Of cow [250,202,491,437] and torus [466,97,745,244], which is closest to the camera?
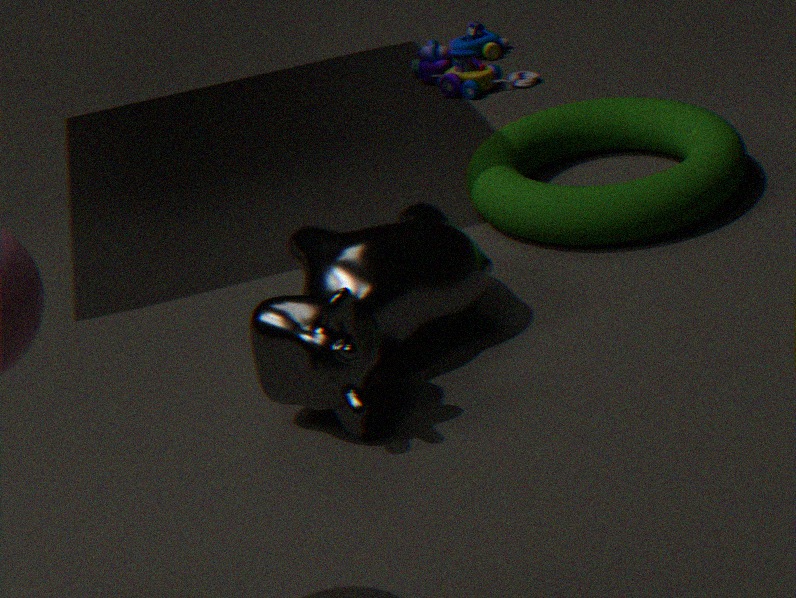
cow [250,202,491,437]
